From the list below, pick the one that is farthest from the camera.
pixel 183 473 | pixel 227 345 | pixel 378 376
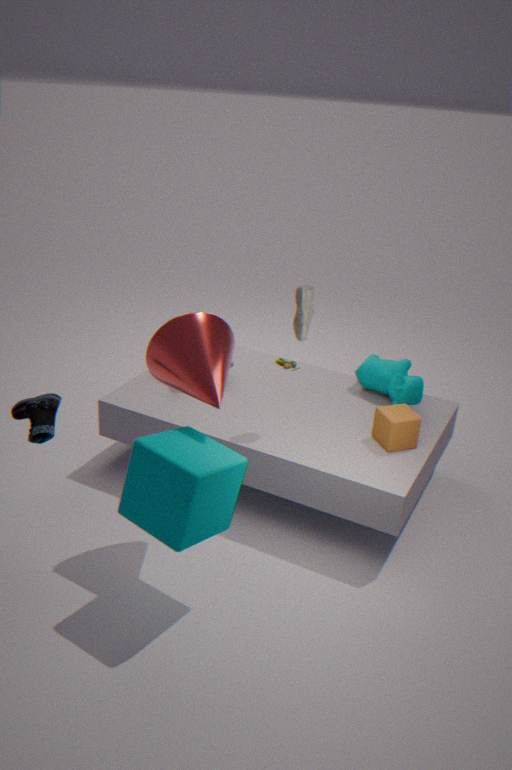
pixel 378 376
